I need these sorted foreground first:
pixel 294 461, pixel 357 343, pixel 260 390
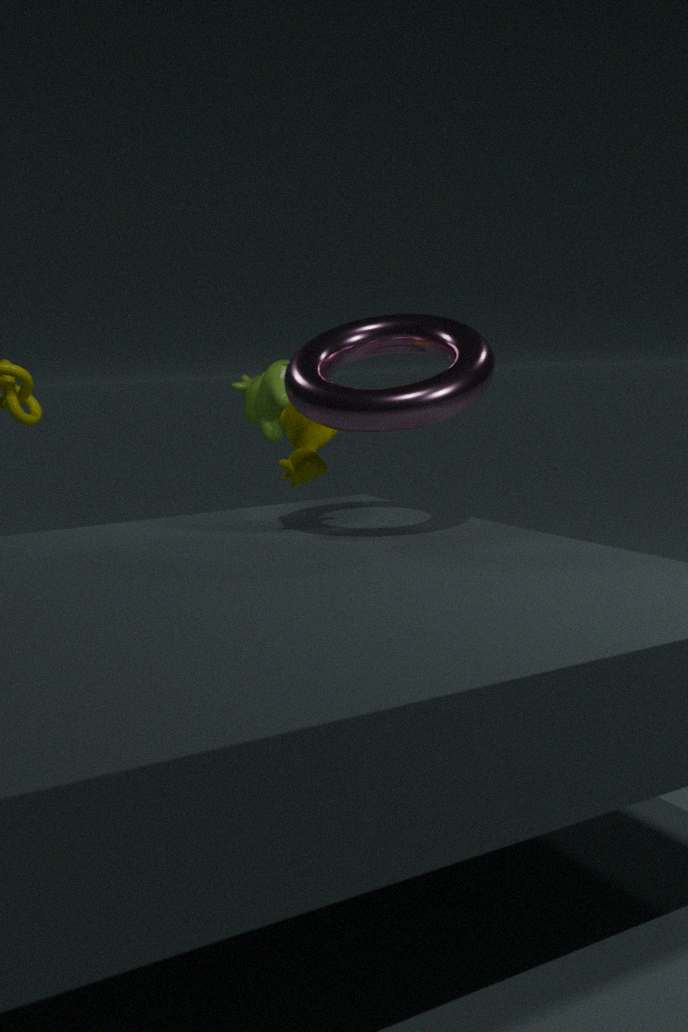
pixel 294 461 → pixel 357 343 → pixel 260 390
